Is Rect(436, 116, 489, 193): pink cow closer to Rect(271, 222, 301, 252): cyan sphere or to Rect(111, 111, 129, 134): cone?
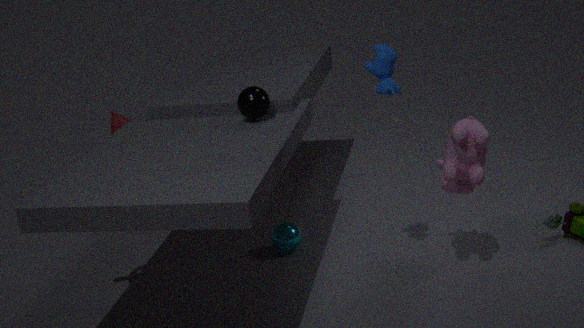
Rect(271, 222, 301, 252): cyan sphere
